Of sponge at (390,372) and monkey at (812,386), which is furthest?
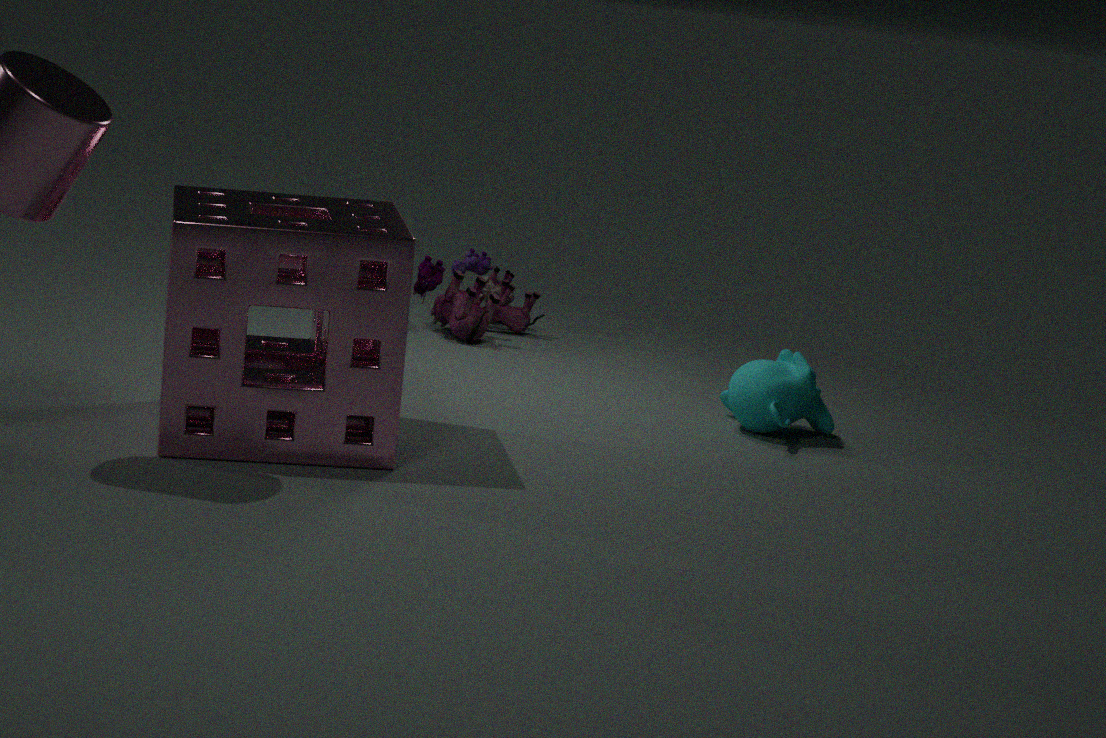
monkey at (812,386)
